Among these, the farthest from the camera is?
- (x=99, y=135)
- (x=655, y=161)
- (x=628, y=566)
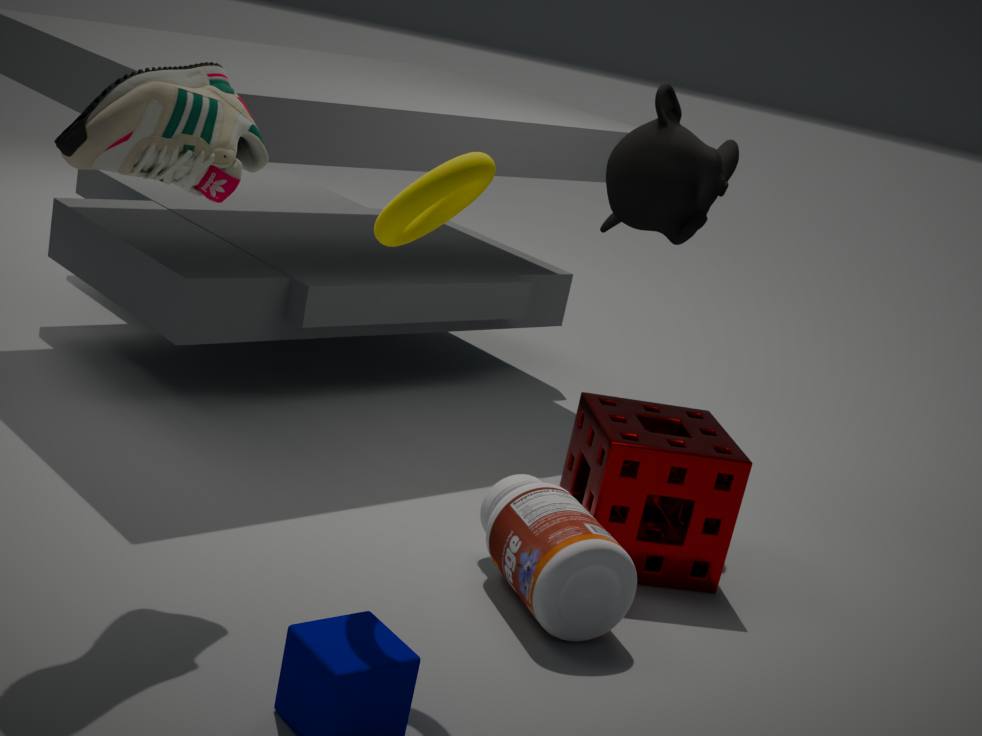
(x=655, y=161)
